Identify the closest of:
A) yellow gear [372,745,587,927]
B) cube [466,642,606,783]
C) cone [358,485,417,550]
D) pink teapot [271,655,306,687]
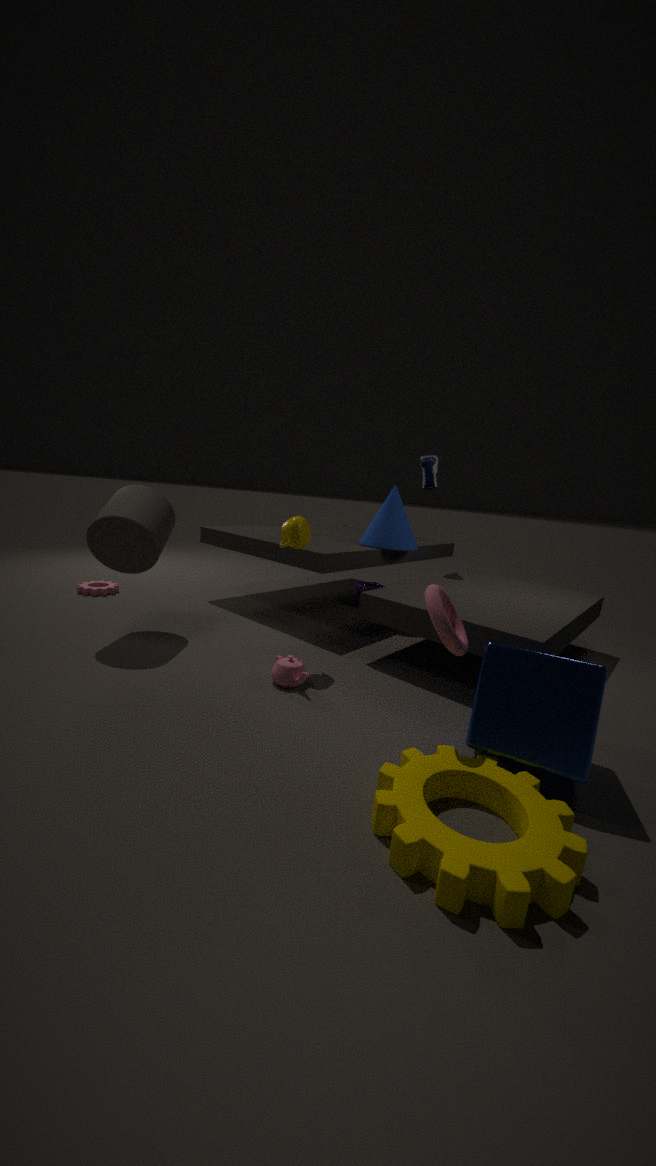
yellow gear [372,745,587,927]
